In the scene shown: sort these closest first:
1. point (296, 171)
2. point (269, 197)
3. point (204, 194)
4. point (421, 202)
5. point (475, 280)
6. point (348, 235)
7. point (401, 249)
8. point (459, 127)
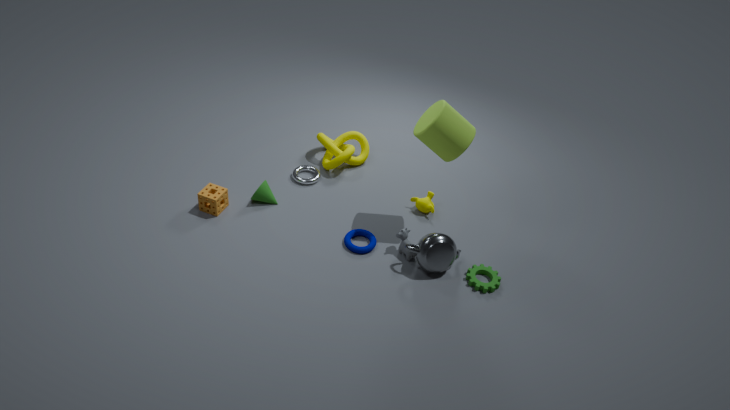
point (459, 127) < point (475, 280) < point (401, 249) < point (348, 235) < point (204, 194) < point (269, 197) < point (421, 202) < point (296, 171)
